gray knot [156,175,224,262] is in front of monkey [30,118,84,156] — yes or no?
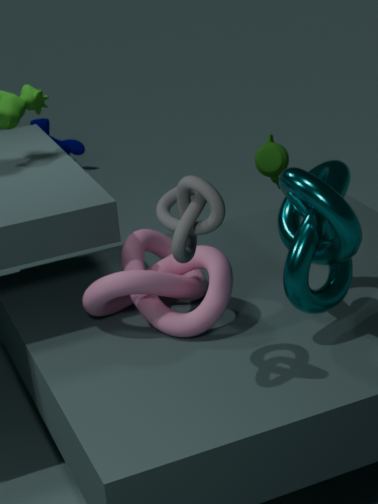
Yes
